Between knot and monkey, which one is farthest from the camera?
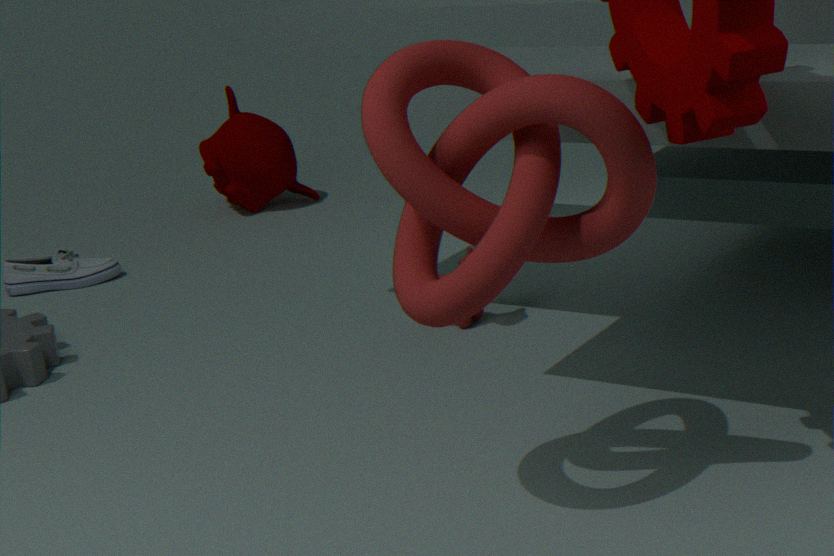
monkey
